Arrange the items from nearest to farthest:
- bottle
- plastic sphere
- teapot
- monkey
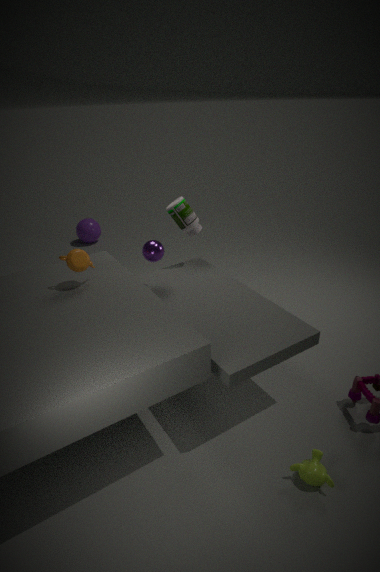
1. monkey
2. teapot
3. bottle
4. plastic sphere
